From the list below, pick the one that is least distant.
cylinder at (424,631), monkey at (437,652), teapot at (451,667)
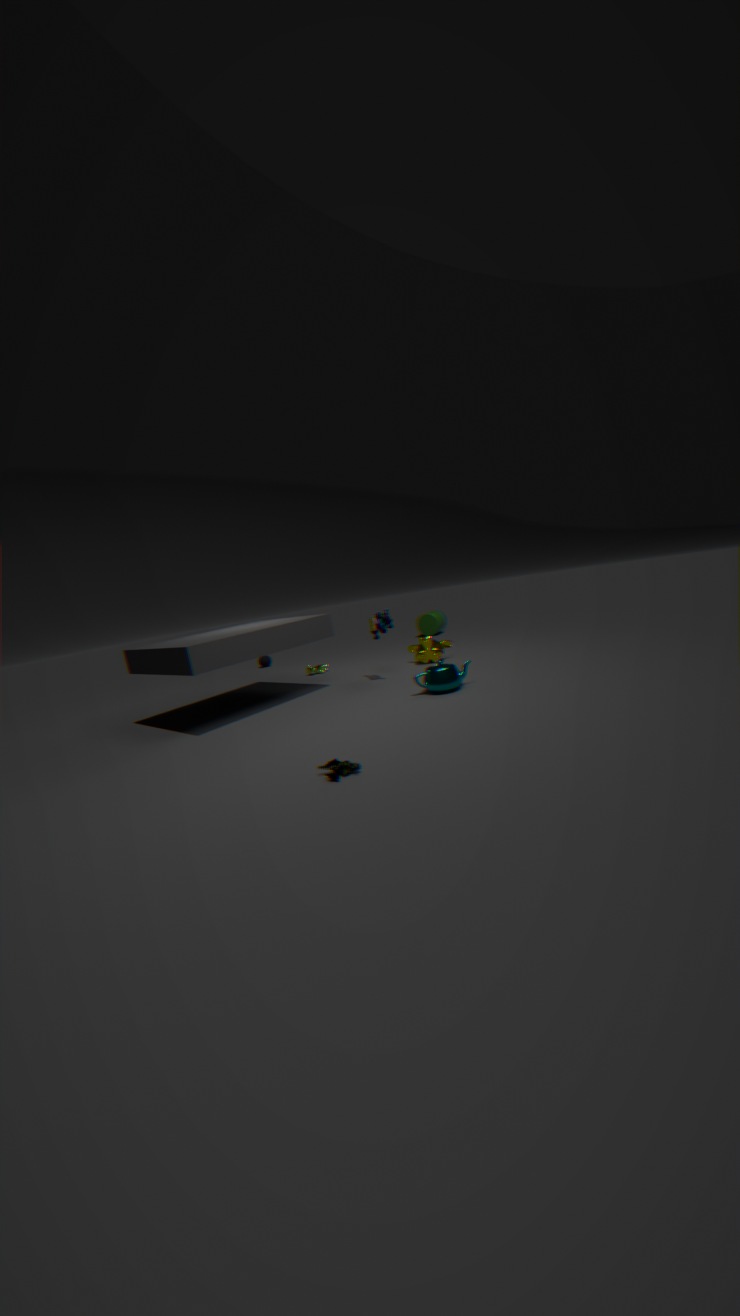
teapot at (451,667)
